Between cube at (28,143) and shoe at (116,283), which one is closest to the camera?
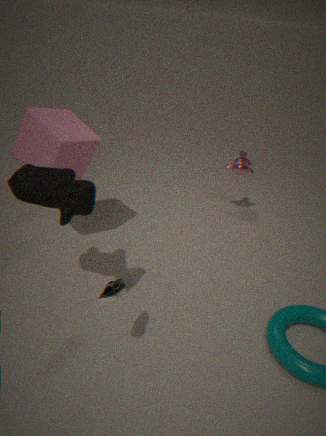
shoe at (116,283)
